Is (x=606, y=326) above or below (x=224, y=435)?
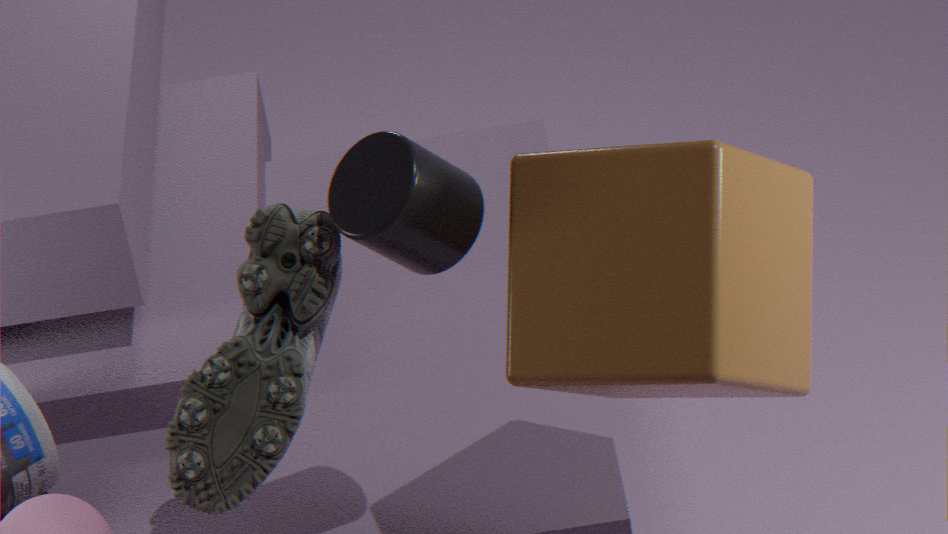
above
